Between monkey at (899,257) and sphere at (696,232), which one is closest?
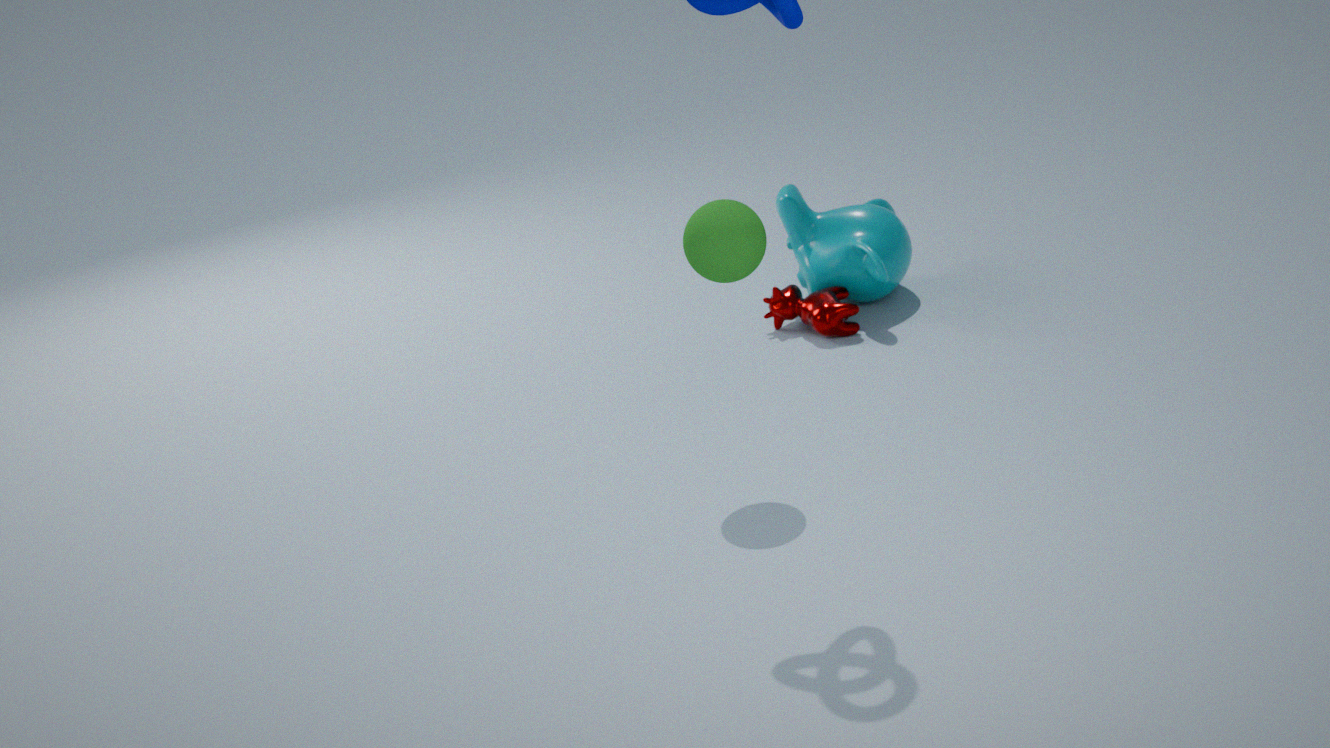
sphere at (696,232)
